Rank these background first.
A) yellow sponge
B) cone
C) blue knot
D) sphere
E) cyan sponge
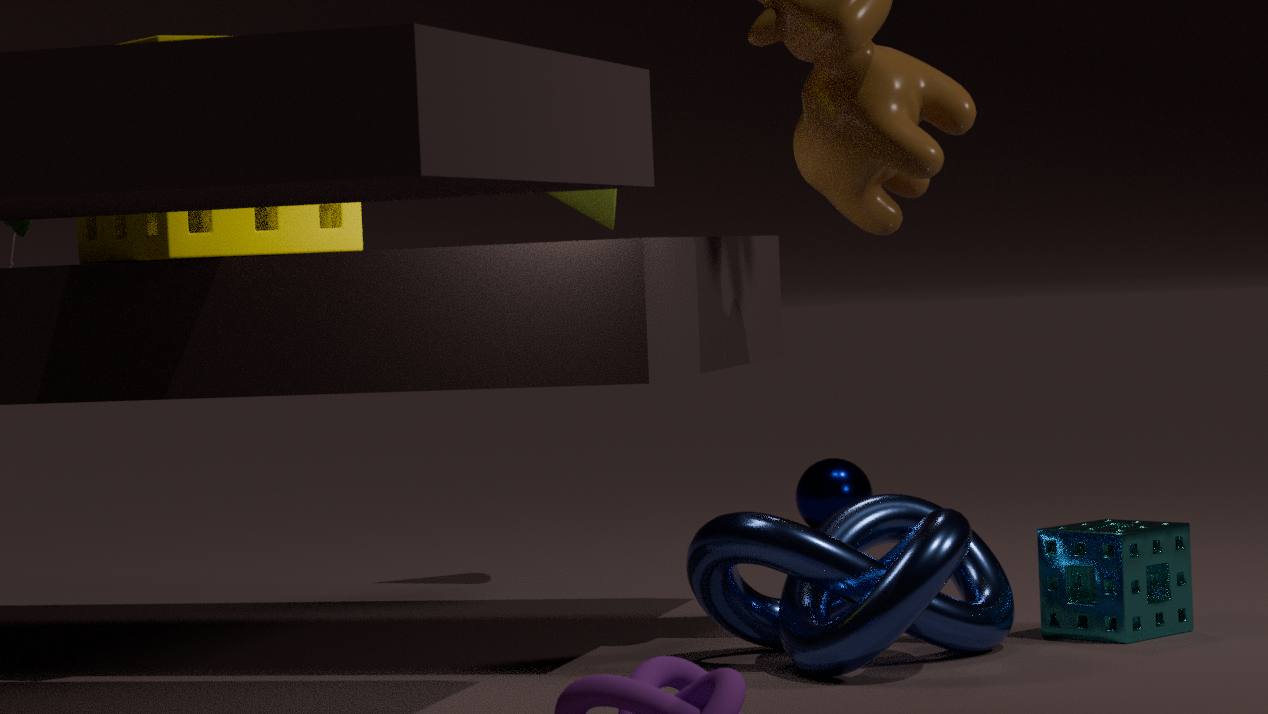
sphere → cone → cyan sponge → yellow sponge → blue knot
